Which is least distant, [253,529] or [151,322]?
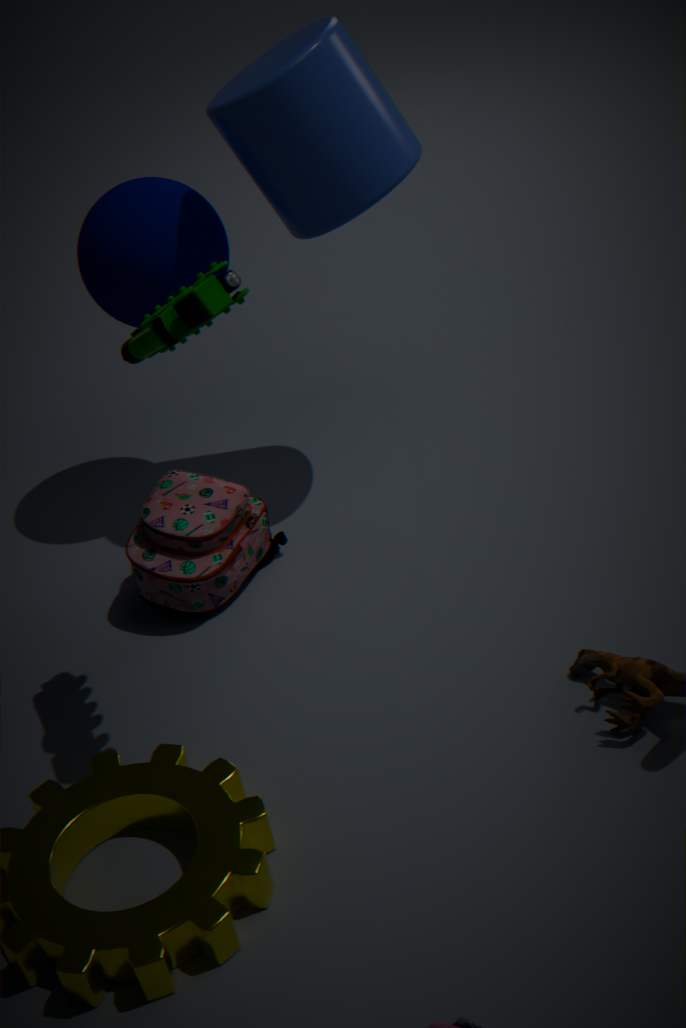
[151,322]
